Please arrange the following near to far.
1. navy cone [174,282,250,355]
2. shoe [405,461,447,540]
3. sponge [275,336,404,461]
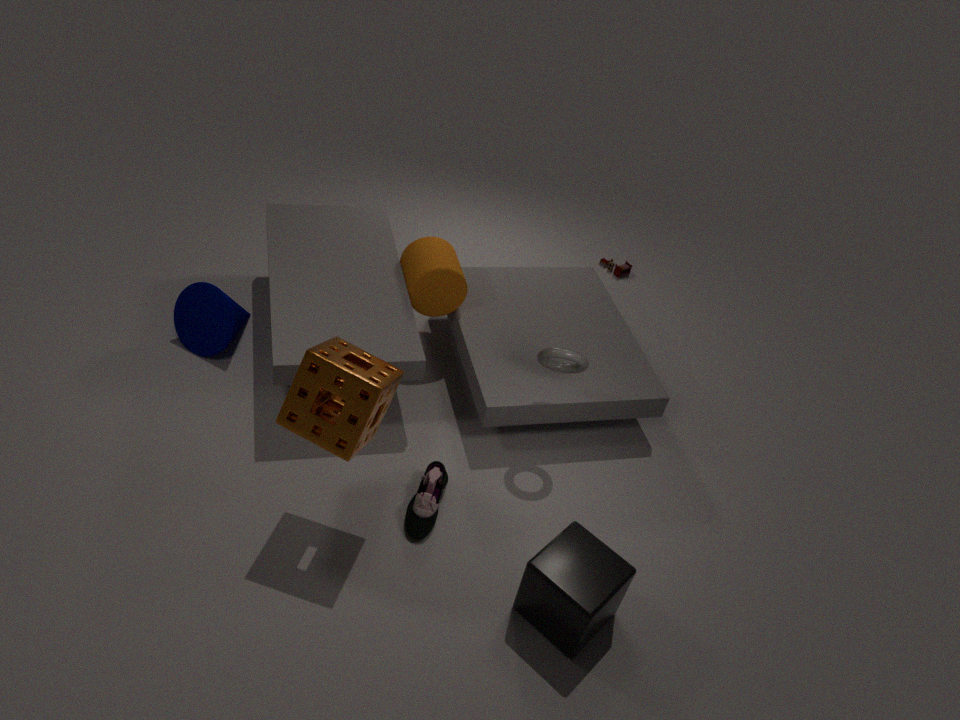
sponge [275,336,404,461]
shoe [405,461,447,540]
navy cone [174,282,250,355]
